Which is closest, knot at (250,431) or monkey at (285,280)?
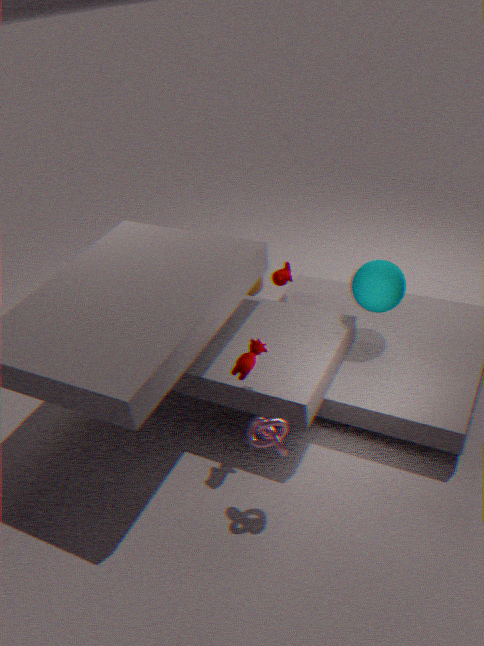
knot at (250,431)
